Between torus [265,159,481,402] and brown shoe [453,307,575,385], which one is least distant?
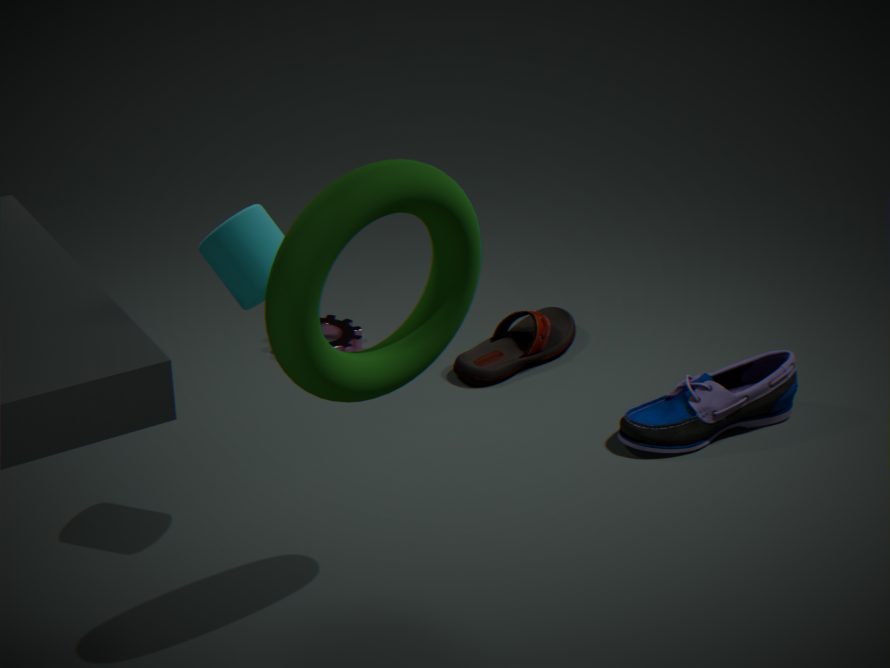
torus [265,159,481,402]
